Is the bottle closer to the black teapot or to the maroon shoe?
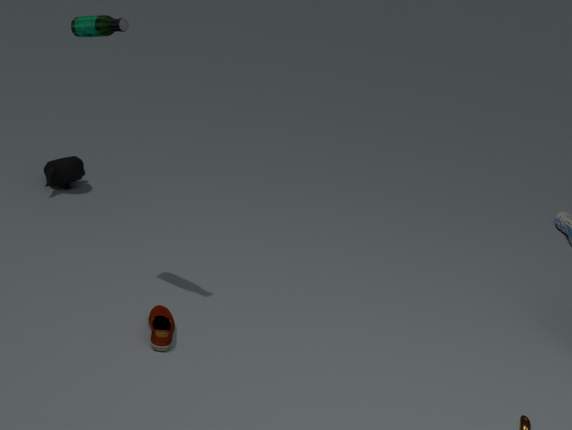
the maroon shoe
